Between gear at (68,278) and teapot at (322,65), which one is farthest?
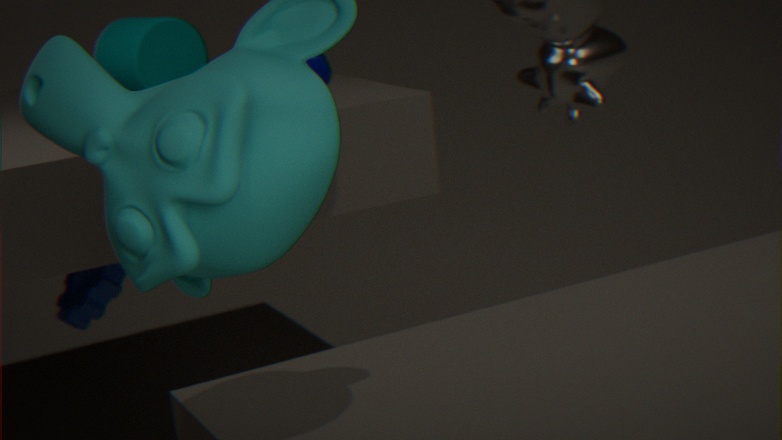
gear at (68,278)
